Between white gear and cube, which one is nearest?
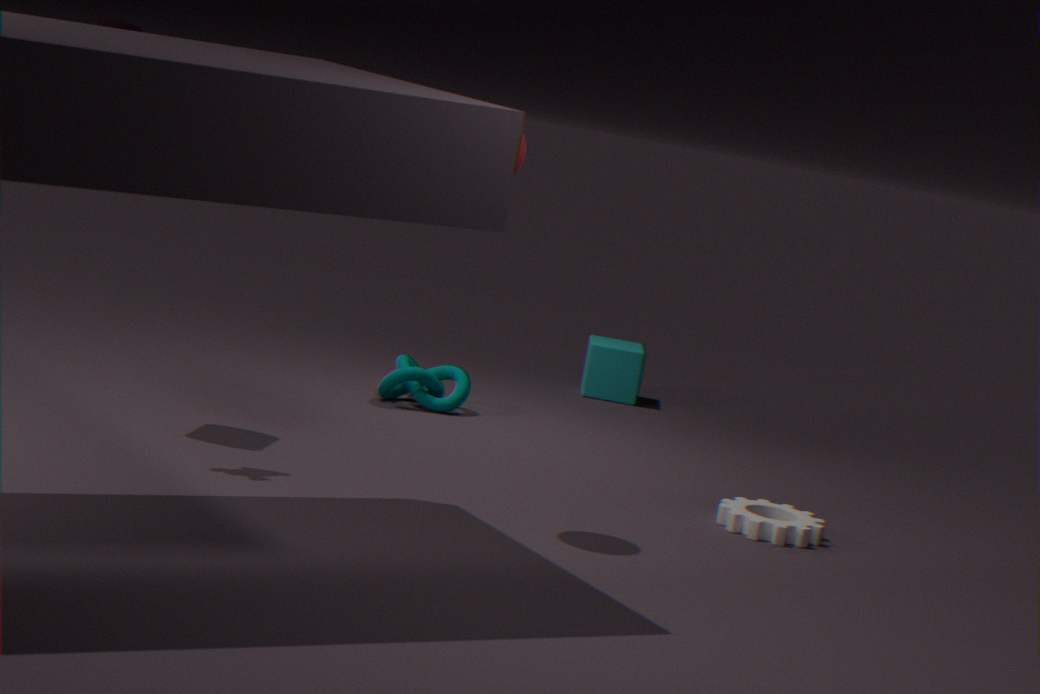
white gear
